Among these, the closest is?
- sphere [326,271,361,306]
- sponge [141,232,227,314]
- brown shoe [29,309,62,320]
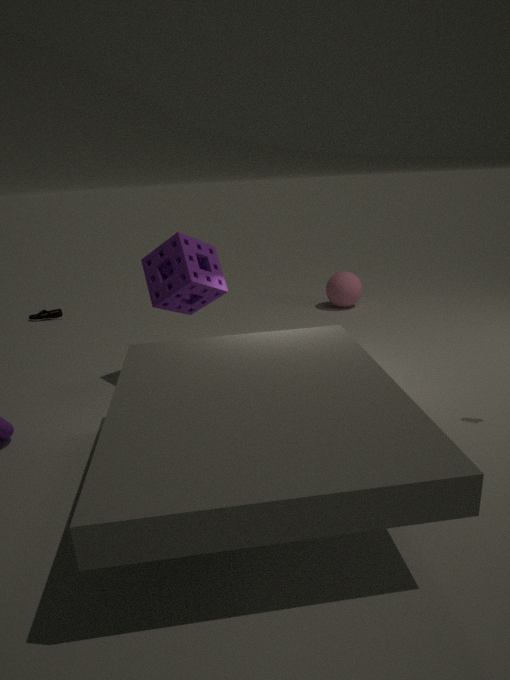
sponge [141,232,227,314]
